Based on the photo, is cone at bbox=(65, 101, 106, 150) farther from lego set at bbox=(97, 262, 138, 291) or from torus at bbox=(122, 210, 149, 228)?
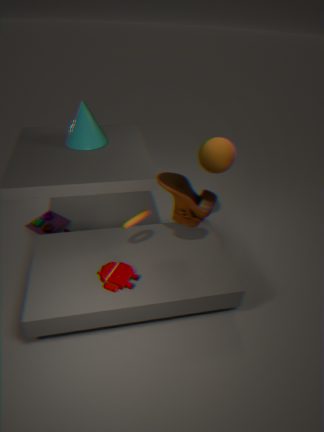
lego set at bbox=(97, 262, 138, 291)
